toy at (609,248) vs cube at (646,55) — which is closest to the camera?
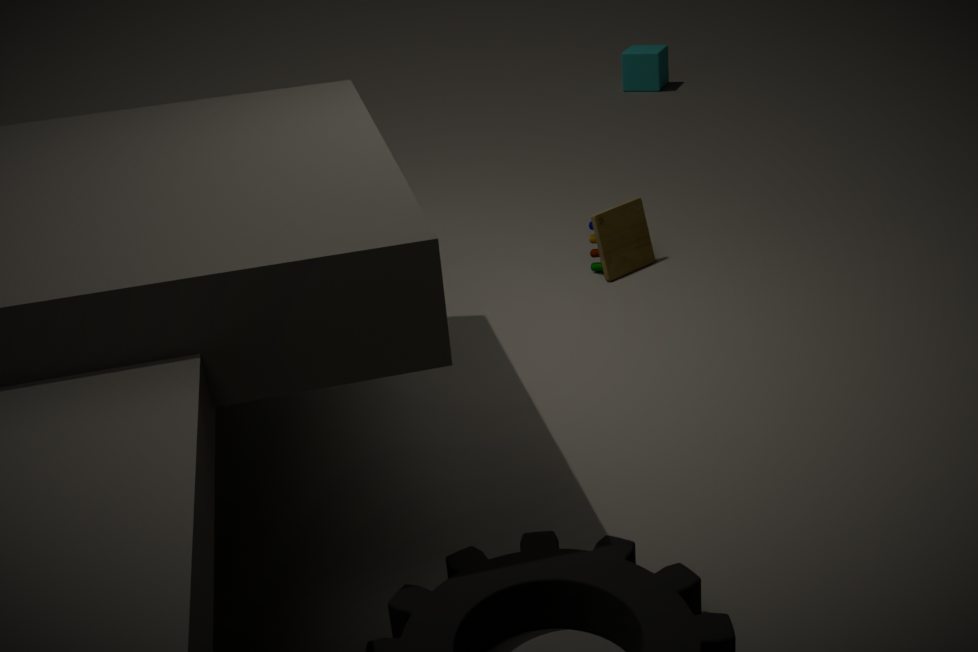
toy at (609,248)
